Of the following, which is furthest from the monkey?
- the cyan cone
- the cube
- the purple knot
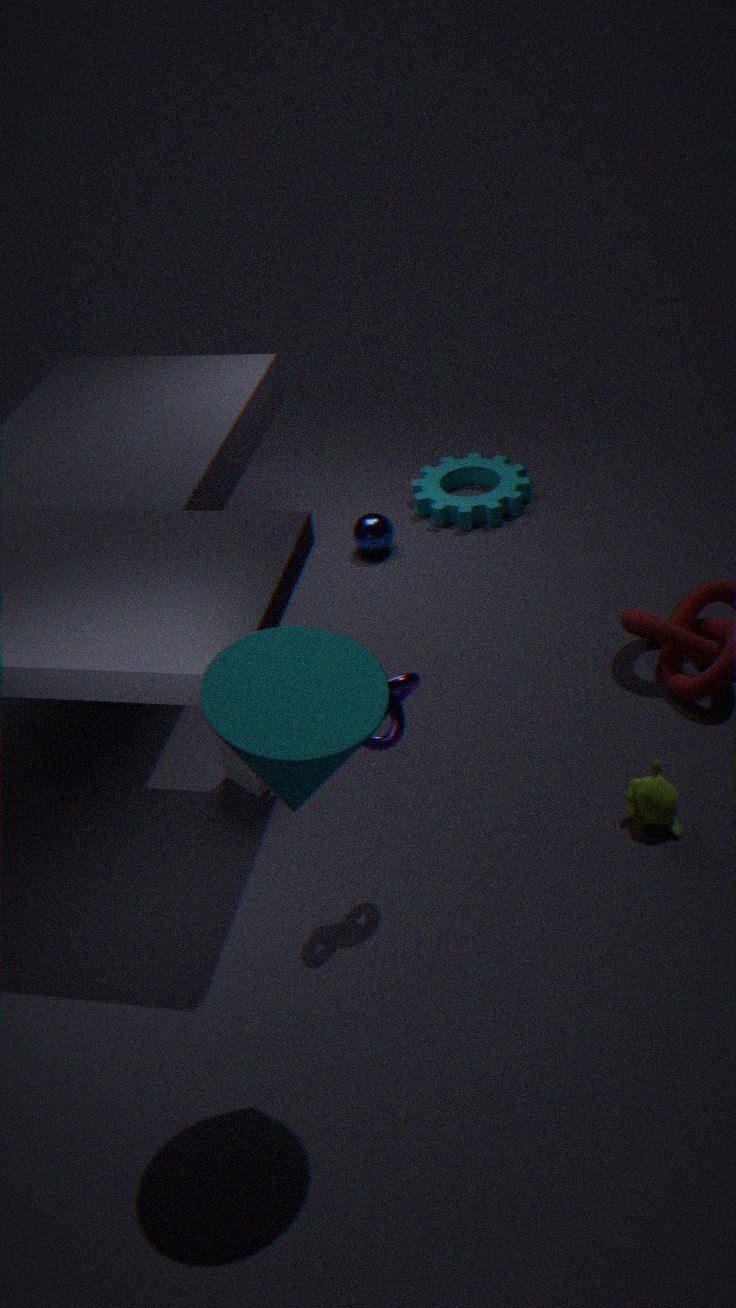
the cyan cone
